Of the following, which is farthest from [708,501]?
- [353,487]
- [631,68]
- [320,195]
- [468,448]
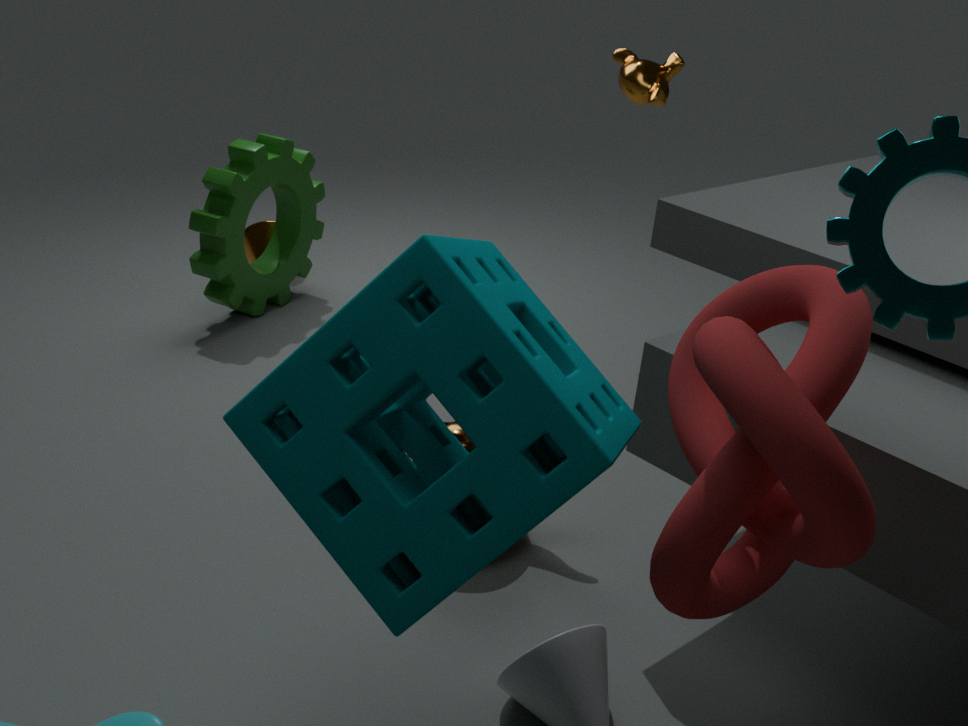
[320,195]
